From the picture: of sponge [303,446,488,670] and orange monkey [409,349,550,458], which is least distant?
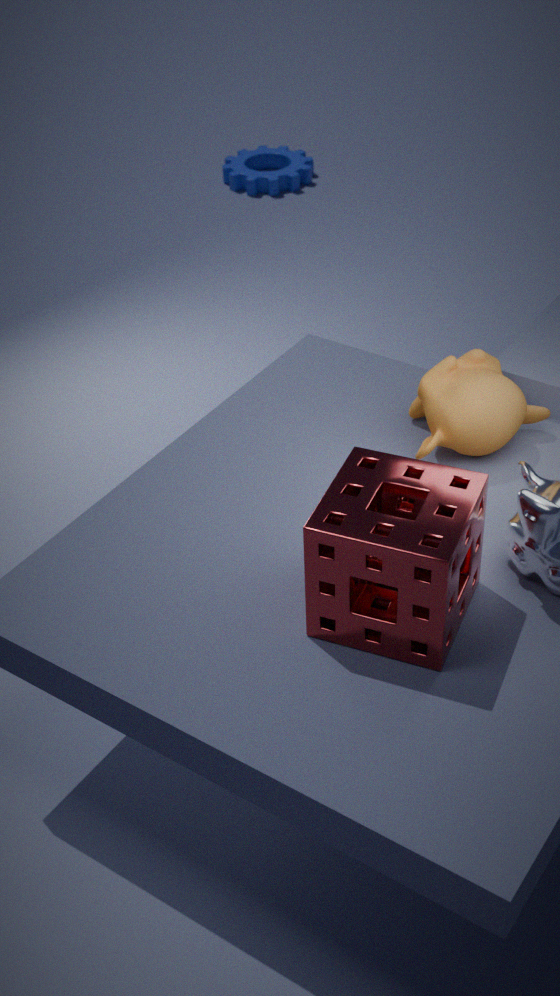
sponge [303,446,488,670]
